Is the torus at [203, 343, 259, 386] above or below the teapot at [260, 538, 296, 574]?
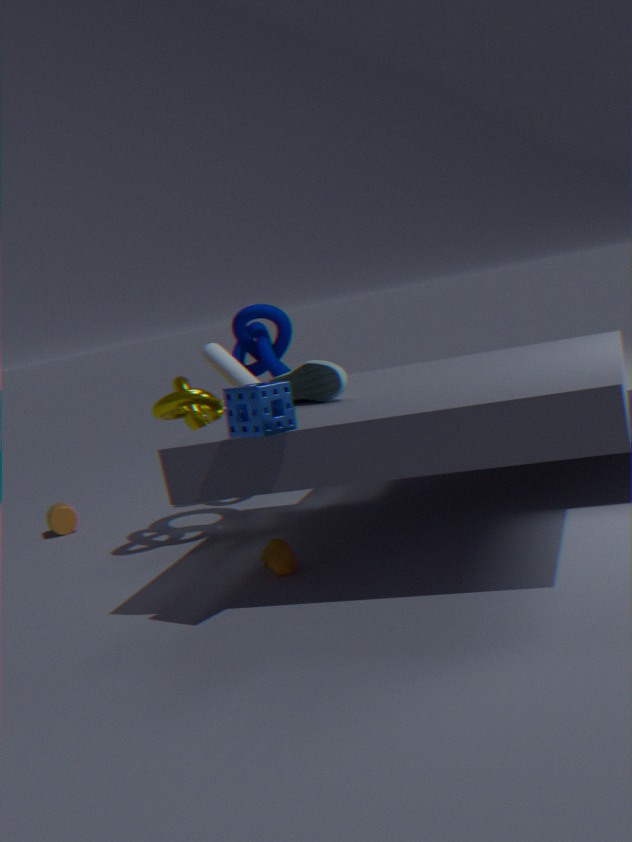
above
